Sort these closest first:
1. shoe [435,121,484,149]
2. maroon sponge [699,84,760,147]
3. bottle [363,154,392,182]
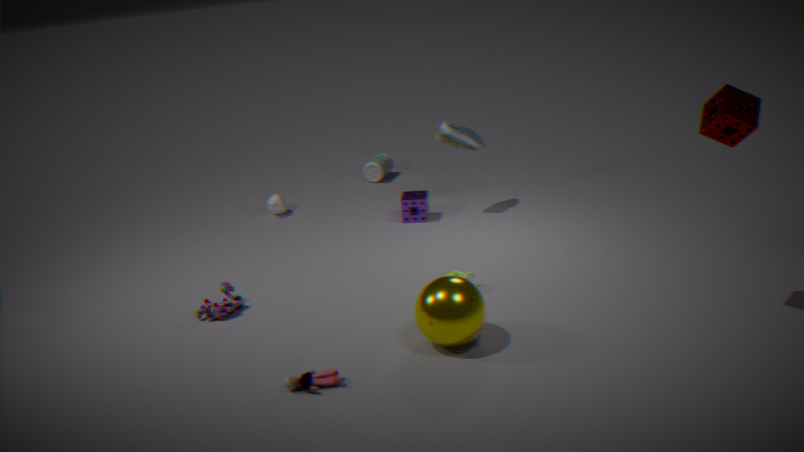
maroon sponge [699,84,760,147] → shoe [435,121,484,149] → bottle [363,154,392,182]
